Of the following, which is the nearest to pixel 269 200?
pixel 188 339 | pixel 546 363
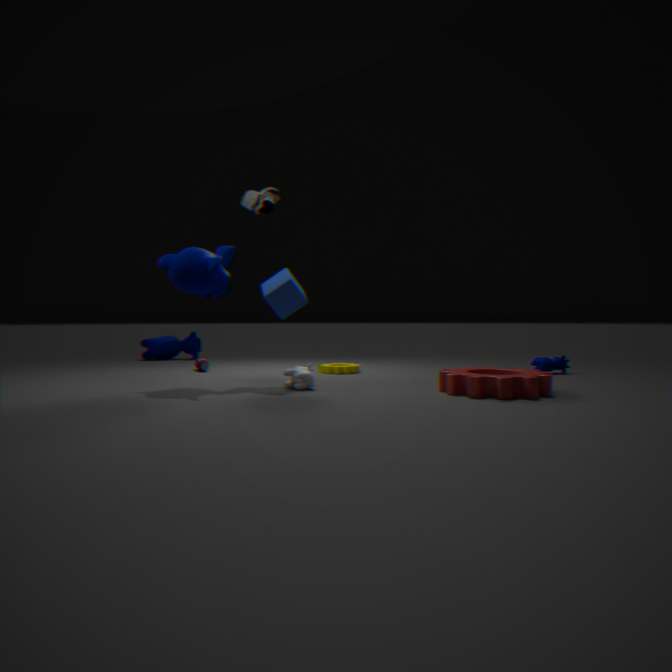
pixel 188 339
